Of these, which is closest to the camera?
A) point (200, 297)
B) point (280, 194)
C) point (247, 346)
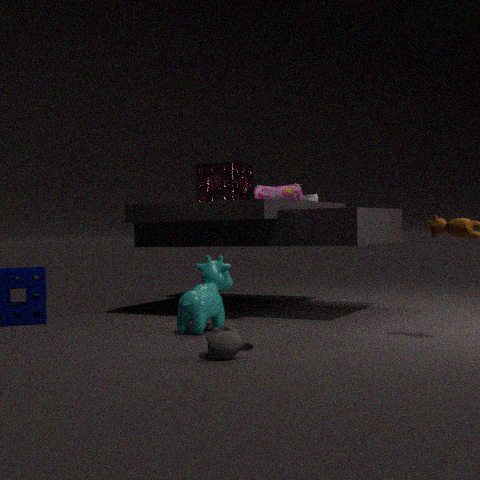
point (247, 346)
